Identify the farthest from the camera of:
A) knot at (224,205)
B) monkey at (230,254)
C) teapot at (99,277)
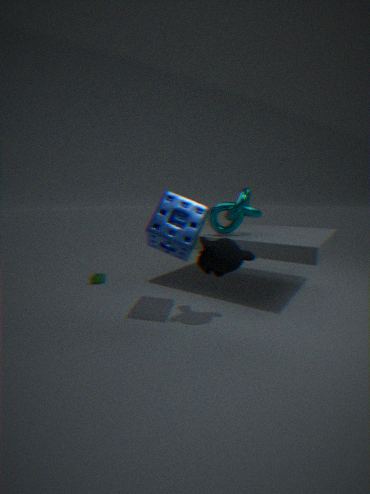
C. teapot at (99,277)
